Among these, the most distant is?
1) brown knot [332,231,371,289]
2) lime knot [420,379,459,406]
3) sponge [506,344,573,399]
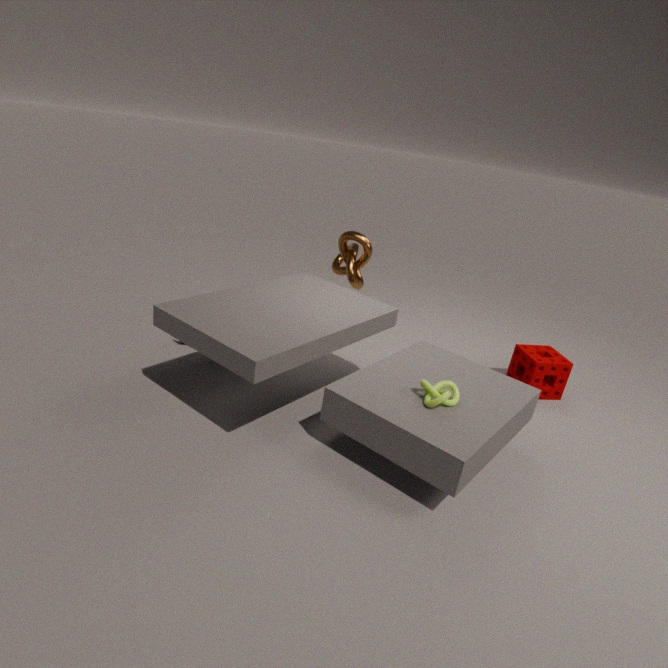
1. brown knot [332,231,371,289]
